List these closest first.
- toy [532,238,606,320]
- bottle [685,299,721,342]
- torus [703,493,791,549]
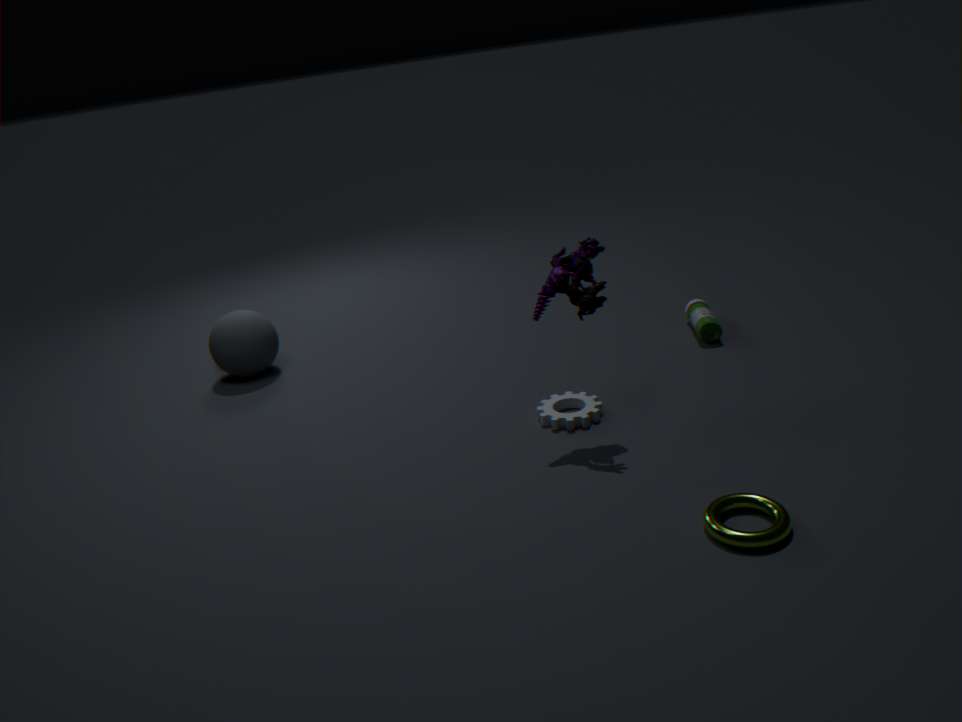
1. torus [703,493,791,549]
2. toy [532,238,606,320]
3. bottle [685,299,721,342]
